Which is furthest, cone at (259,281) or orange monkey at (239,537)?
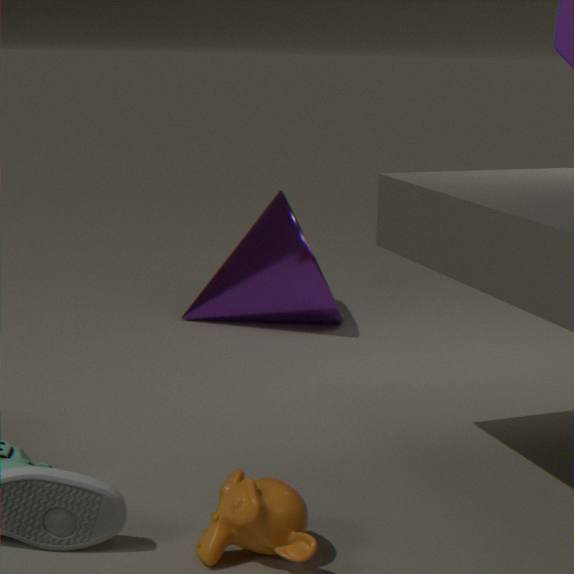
cone at (259,281)
